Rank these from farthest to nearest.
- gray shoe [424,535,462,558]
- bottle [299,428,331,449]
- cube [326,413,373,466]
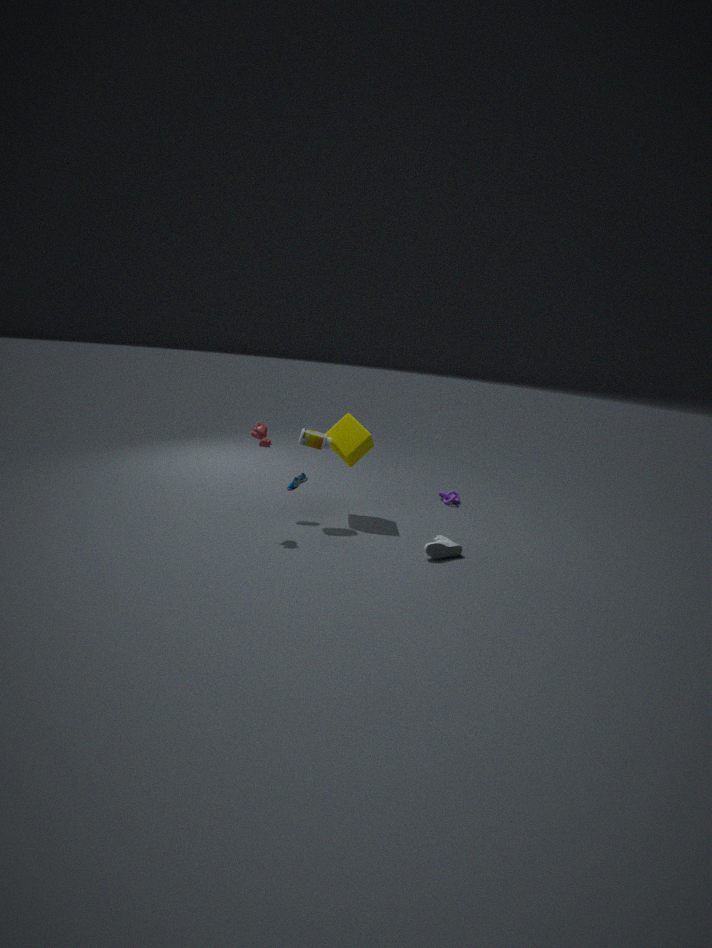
1. cube [326,413,373,466]
2. bottle [299,428,331,449]
3. gray shoe [424,535,462,558]
